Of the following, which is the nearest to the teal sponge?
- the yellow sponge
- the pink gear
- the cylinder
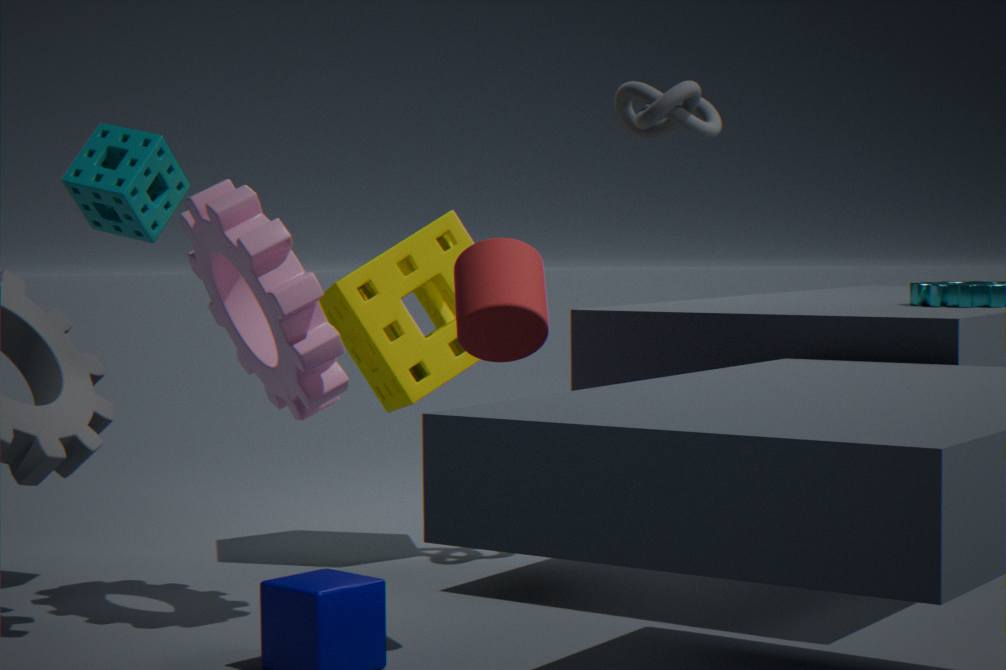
the pink gear
